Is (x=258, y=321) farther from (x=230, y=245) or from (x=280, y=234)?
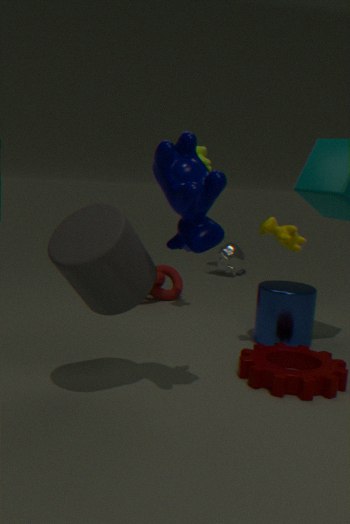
(x=230, y=245)
